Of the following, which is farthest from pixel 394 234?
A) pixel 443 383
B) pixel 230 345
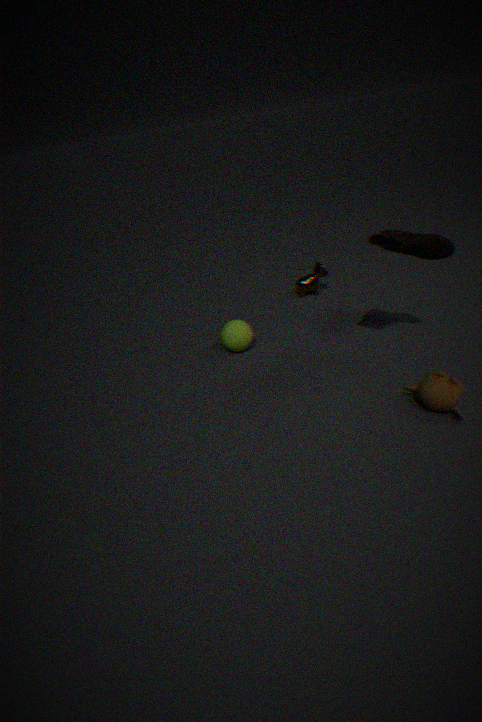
pixel 230 345
